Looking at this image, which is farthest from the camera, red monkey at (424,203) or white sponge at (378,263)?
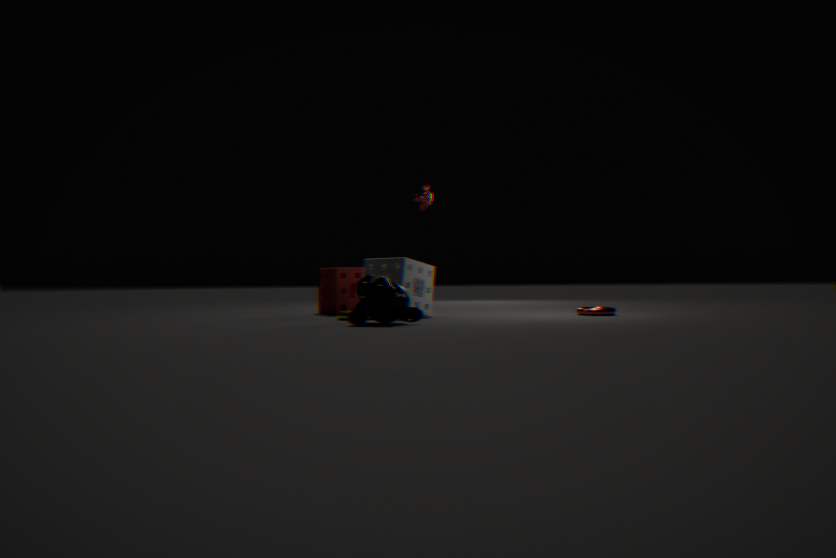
red monkey at (424,203)
